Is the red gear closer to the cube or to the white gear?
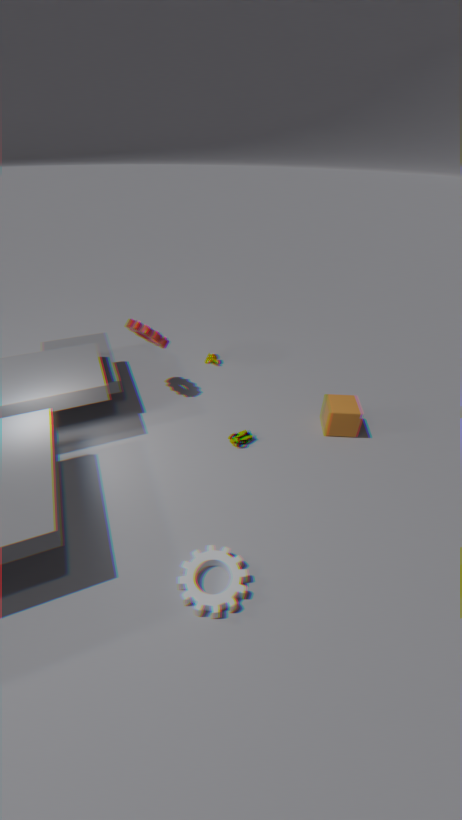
the cube
